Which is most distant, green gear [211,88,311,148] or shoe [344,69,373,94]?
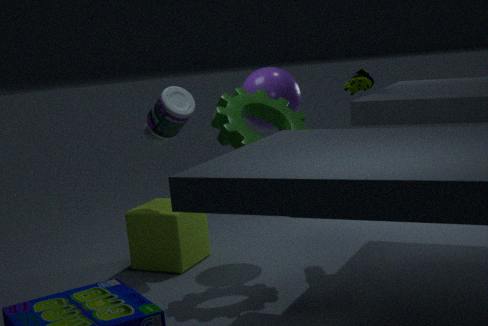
shoe [344,69,373,94]
